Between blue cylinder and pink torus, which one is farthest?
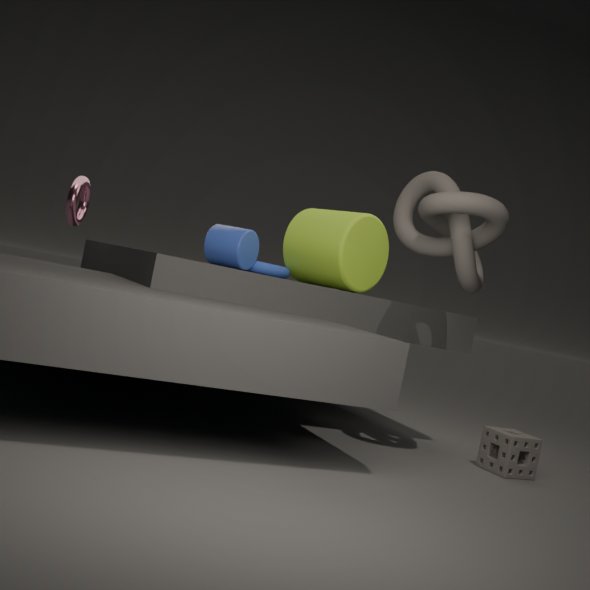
pink torus
